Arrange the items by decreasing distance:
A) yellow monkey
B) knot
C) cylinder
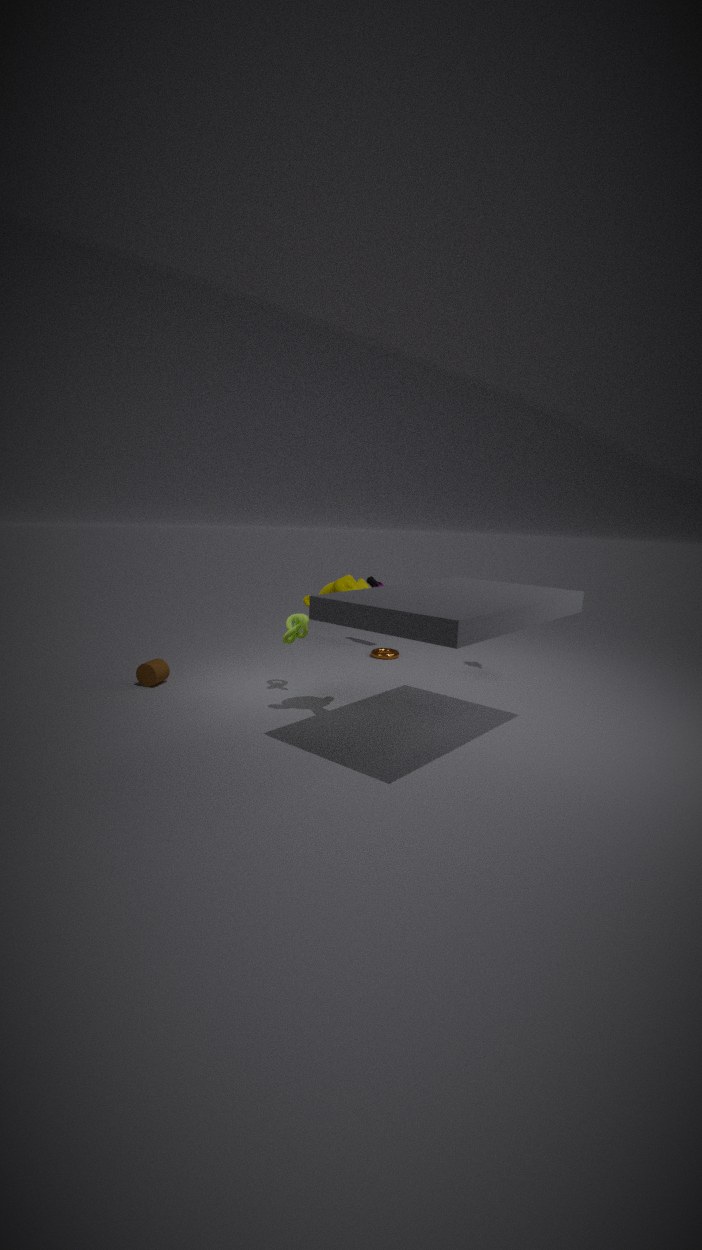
1. cylinder
2. knot
3. yellow monkey
